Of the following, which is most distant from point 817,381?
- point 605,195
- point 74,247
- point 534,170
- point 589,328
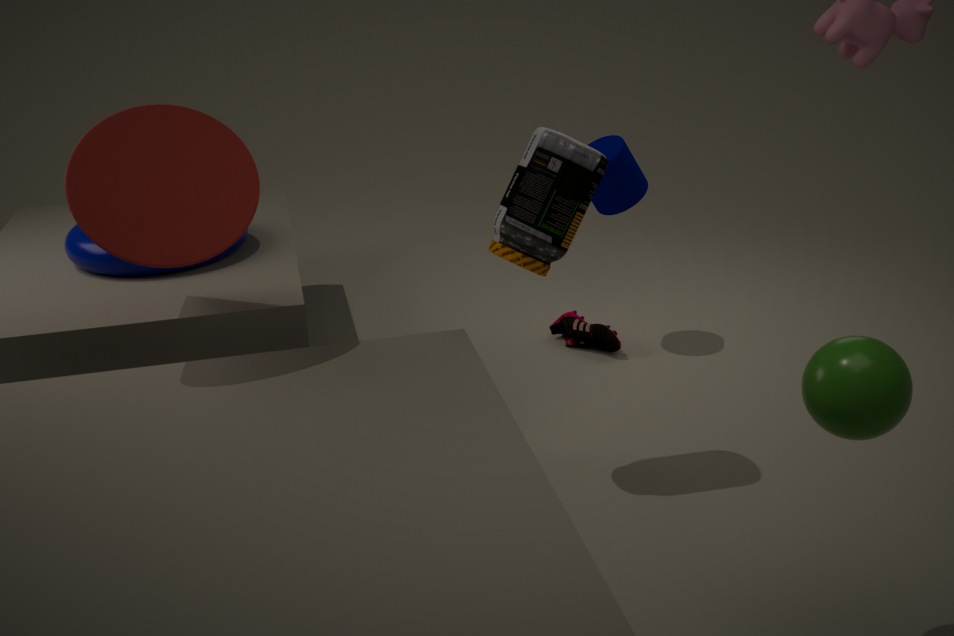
point 74,247
